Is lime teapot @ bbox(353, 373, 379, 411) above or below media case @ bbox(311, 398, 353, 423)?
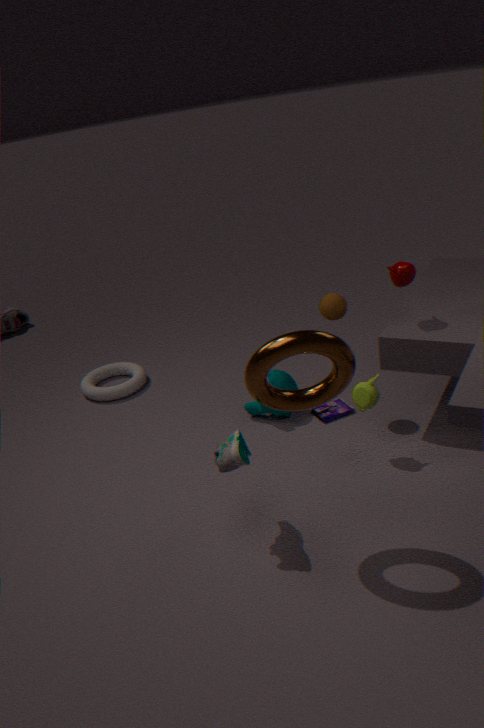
above
